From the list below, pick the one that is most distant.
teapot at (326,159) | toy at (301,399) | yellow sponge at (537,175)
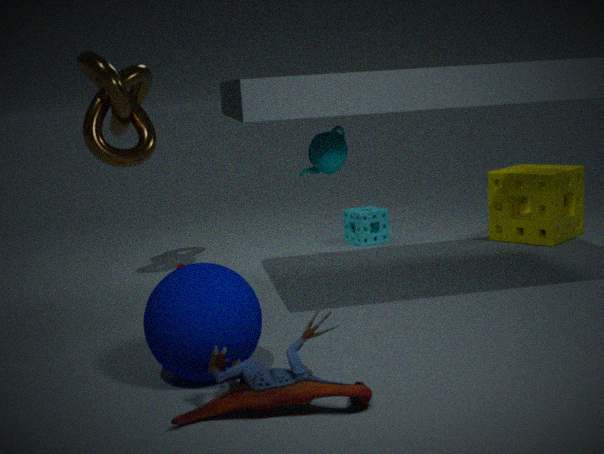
yellow sponge at (537,175)
